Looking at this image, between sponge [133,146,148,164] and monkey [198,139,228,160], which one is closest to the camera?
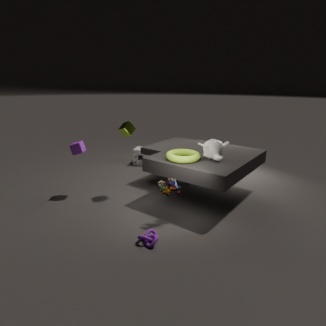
monkey [198,139,228,160]
